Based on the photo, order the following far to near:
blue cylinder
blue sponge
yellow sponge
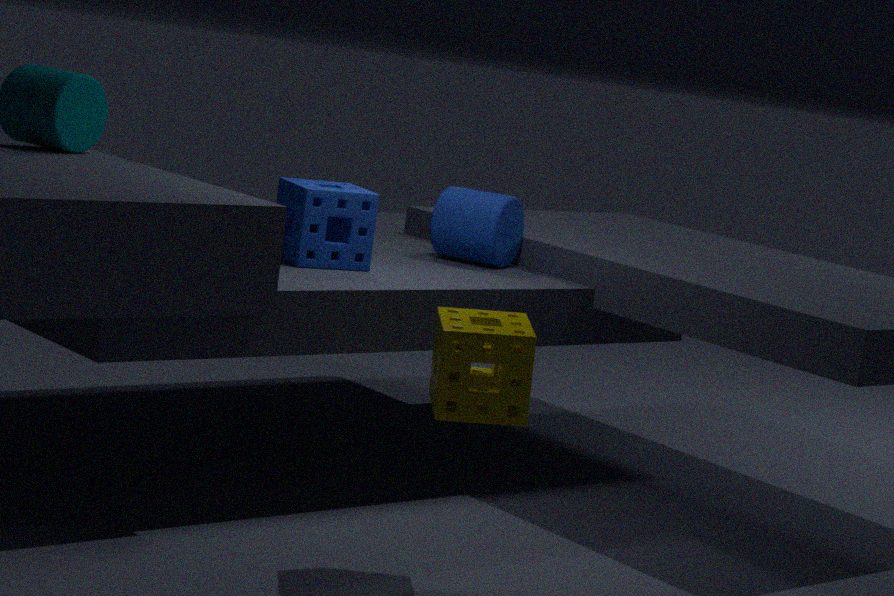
blue cylinder, blue sponge, yellow sponge
